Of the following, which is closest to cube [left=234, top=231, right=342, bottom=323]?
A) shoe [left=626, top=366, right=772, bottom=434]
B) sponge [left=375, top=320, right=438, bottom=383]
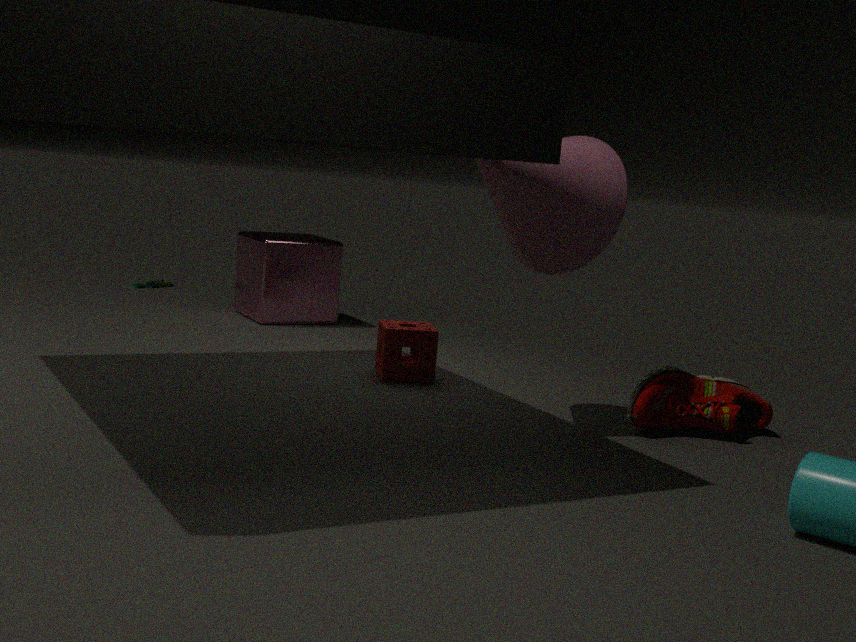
sponge [left=375, top=320, right=438, bottom=383]
